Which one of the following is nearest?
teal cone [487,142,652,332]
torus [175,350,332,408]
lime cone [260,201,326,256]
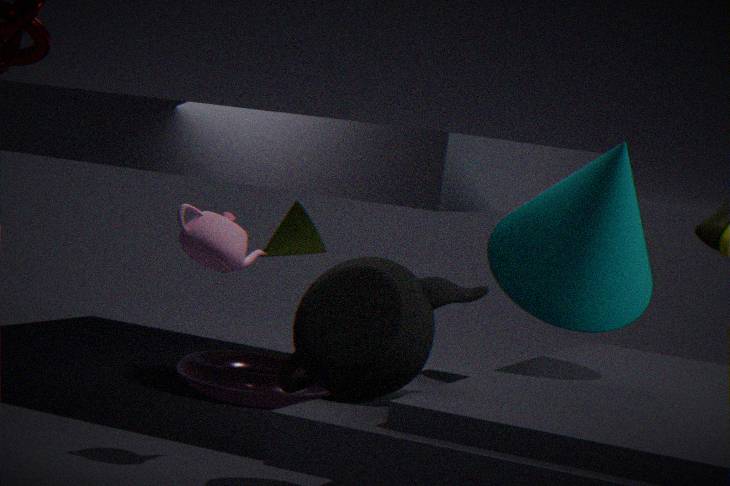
teal cone [487,142,652,332]
